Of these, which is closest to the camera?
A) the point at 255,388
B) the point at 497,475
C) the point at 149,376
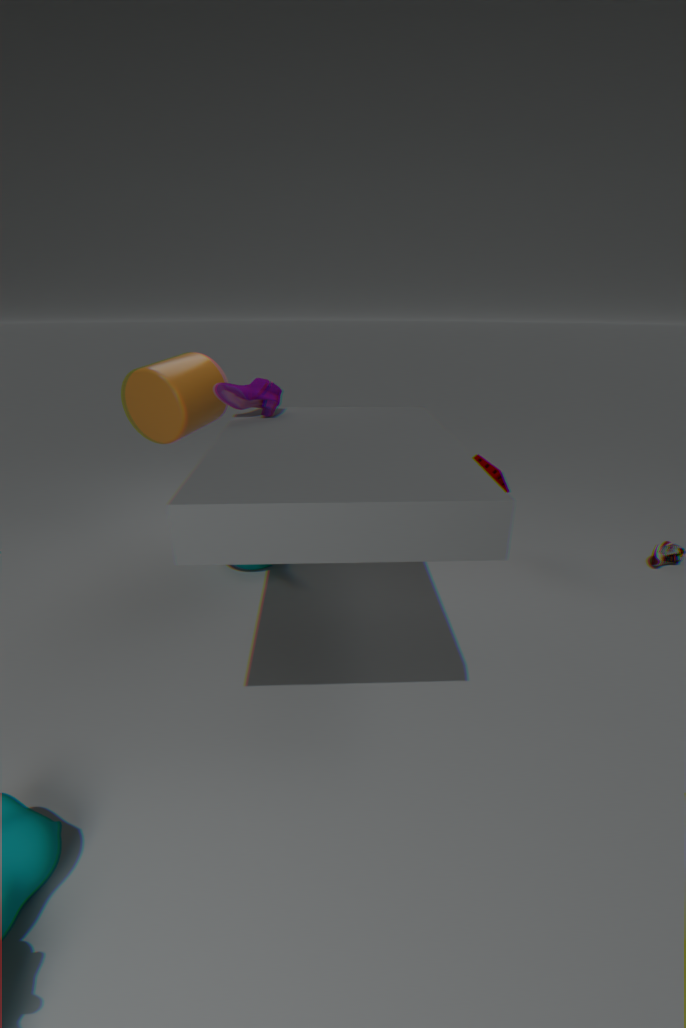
the point at 255,388
